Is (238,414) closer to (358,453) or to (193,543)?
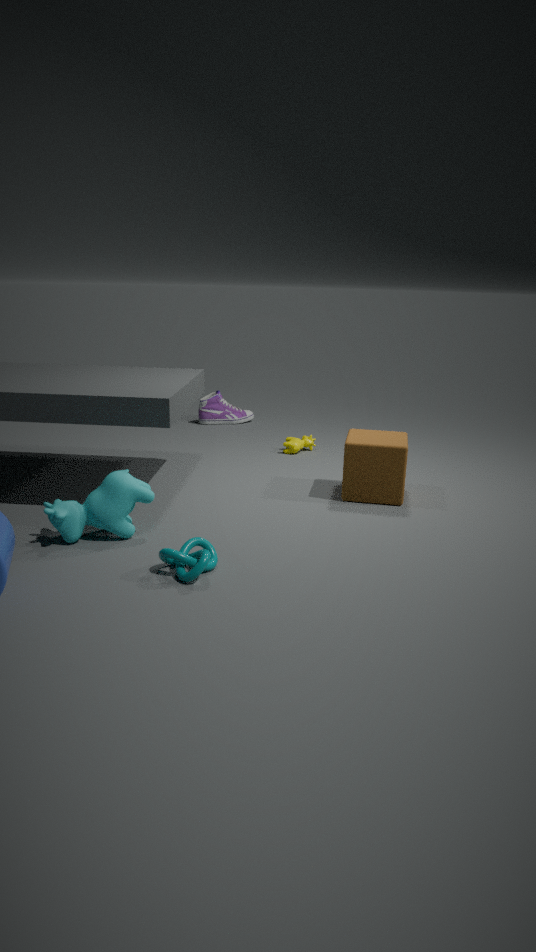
(358,453)
